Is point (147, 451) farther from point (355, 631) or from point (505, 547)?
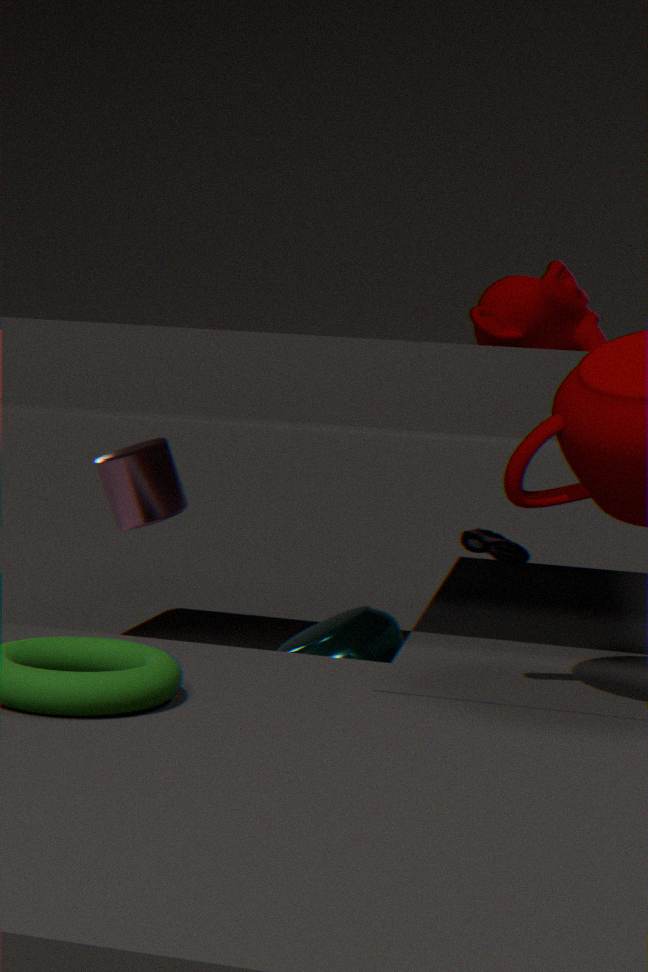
point (505, 547)
